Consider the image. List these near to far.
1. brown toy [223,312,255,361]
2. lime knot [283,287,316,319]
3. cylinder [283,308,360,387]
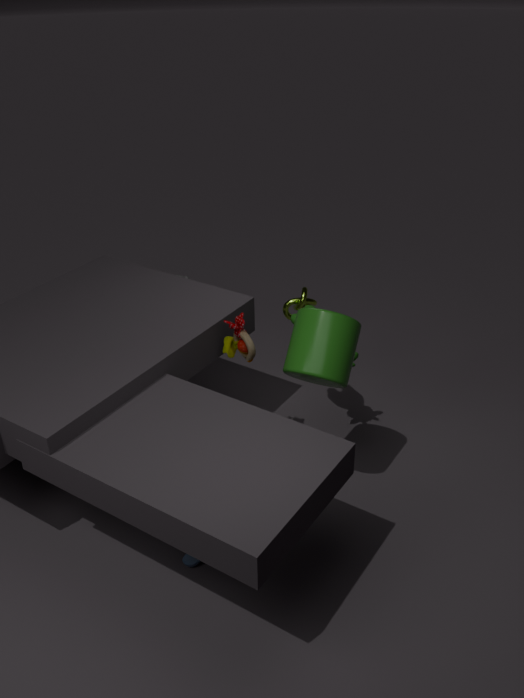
1. cylinder [283,308,360,387]
2. brown toy [223,312,255,361]
3. lime knot [283,287,316,319]
